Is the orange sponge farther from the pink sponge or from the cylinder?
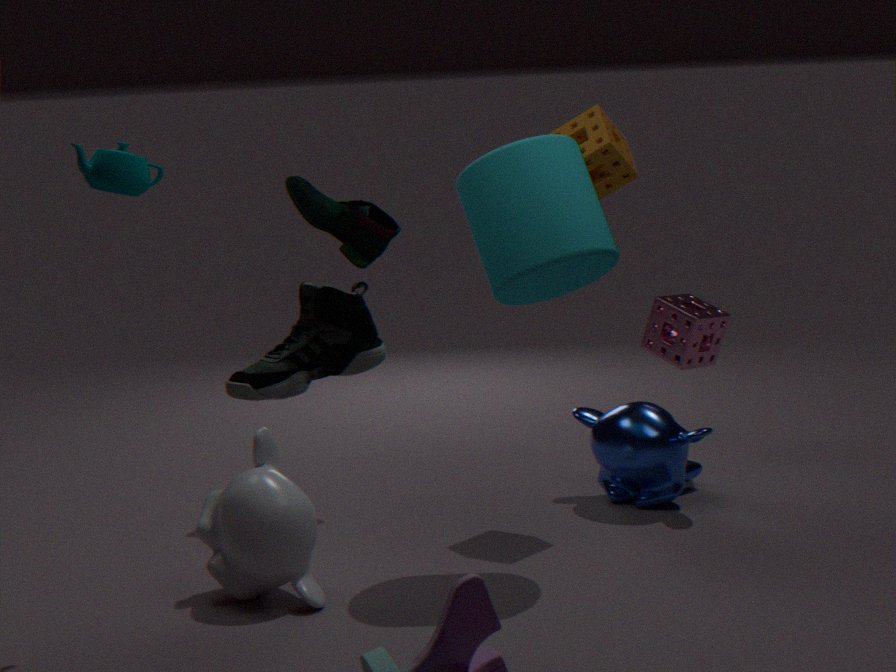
the pink sponge
